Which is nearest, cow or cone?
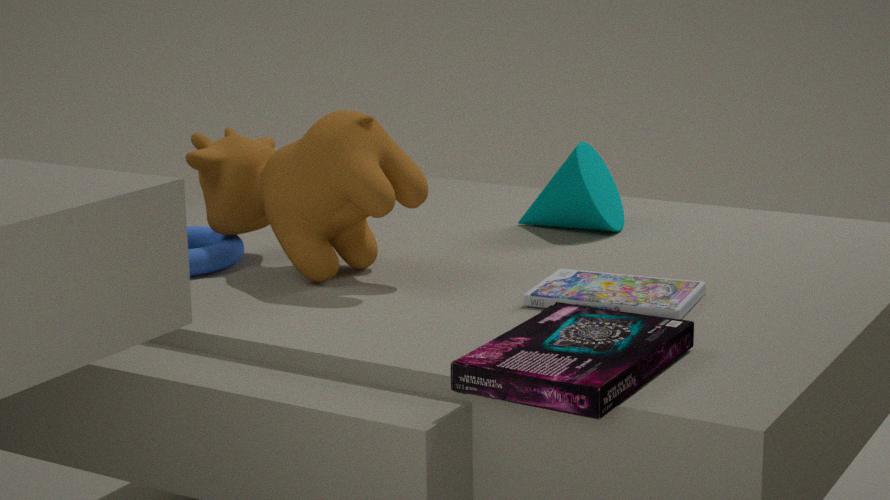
cow
